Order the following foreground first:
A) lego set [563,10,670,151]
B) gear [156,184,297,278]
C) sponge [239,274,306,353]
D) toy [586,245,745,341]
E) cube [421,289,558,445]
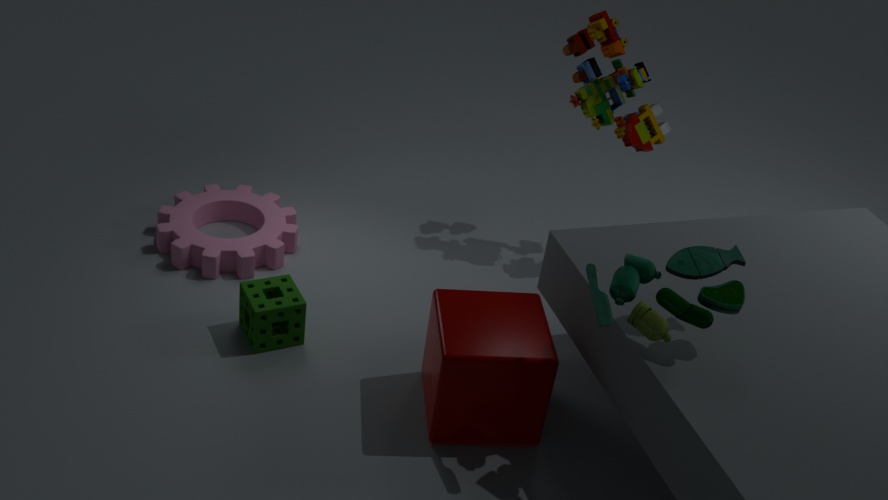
toy [586,245,745,341] < cube [421,289,558,445] < sponge [239,274,306,353] < gear [156,184,297,278] < lego set [563,10,670,151]
